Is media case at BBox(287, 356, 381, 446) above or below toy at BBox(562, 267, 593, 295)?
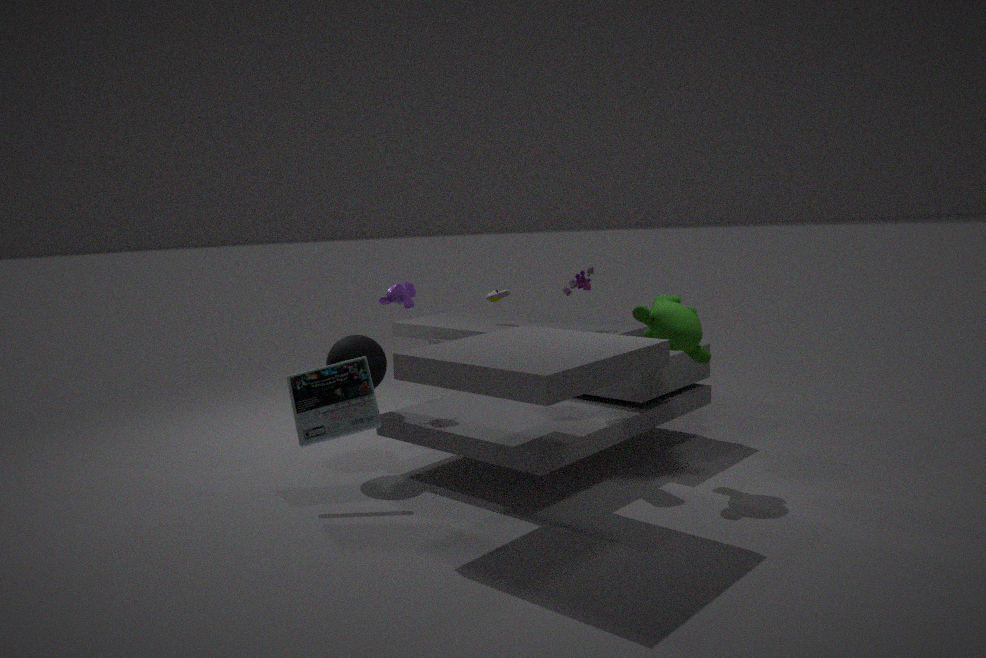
below
